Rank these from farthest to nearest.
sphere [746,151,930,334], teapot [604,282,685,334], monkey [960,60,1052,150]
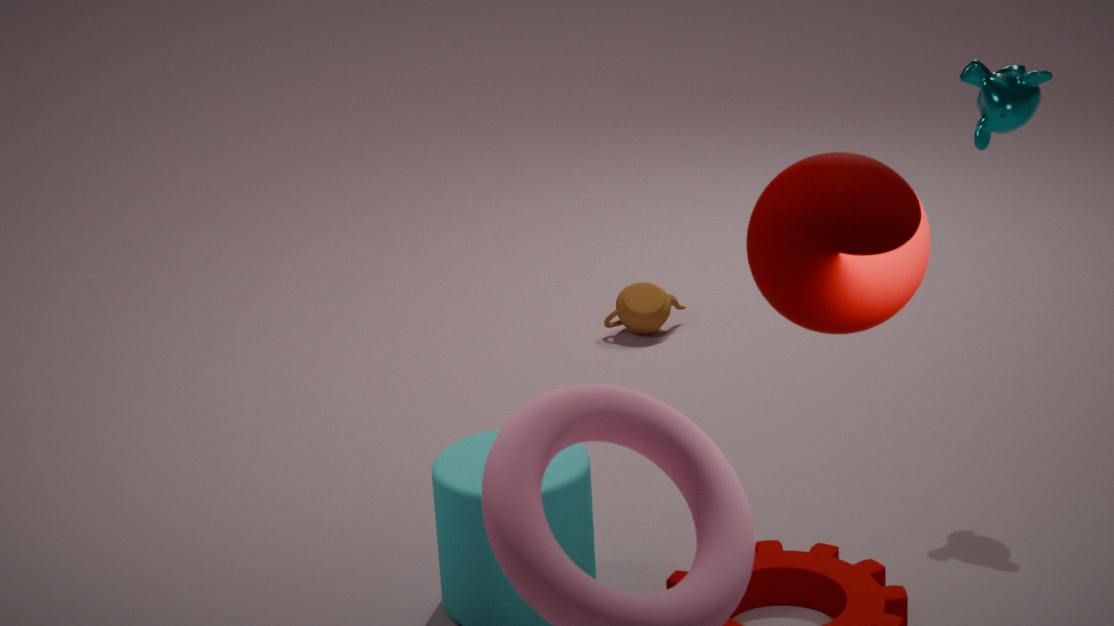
1. teapot [604,282,685,334]
2. monkey [960,60,1052,150]
3. sphere [746,151,930,334]
